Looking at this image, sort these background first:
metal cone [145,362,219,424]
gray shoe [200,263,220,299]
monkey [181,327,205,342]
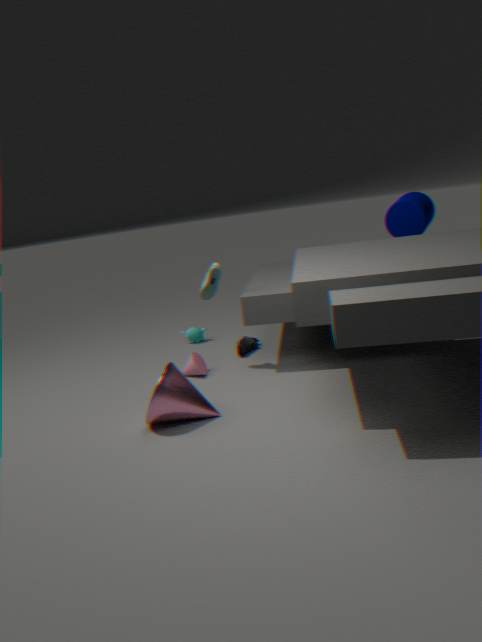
monkey [181,327,205,342] < gray shoe [200,263,220,299] < metal cone [145,362,219,424]
